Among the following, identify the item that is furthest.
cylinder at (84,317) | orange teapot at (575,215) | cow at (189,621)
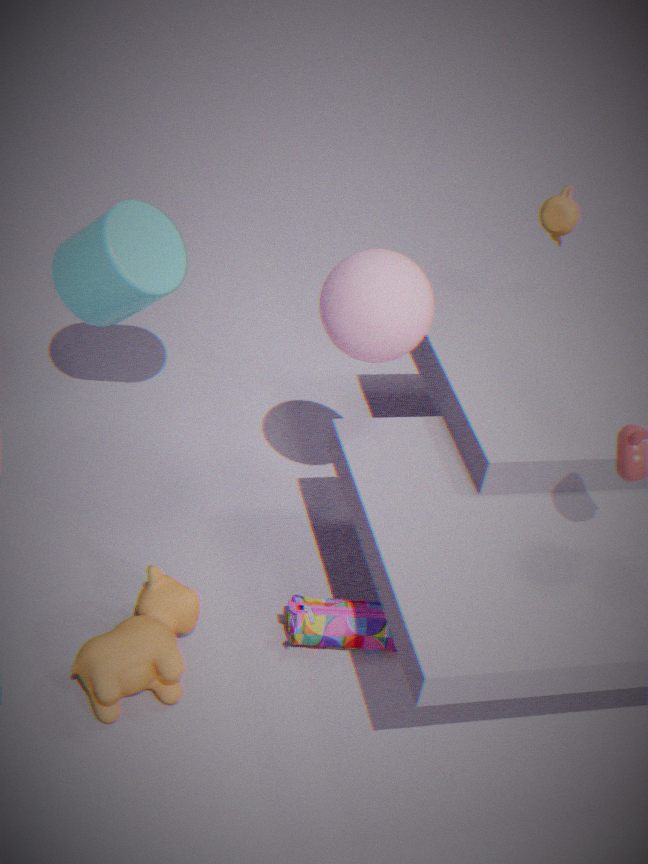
orange teapot at (575,215)
